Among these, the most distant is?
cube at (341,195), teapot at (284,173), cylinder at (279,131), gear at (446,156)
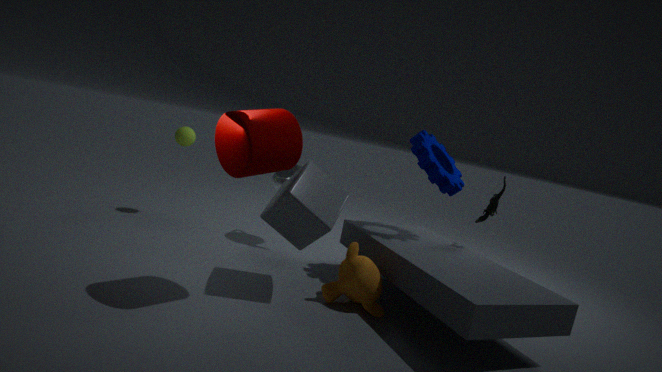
→ teapot at (284,173)
